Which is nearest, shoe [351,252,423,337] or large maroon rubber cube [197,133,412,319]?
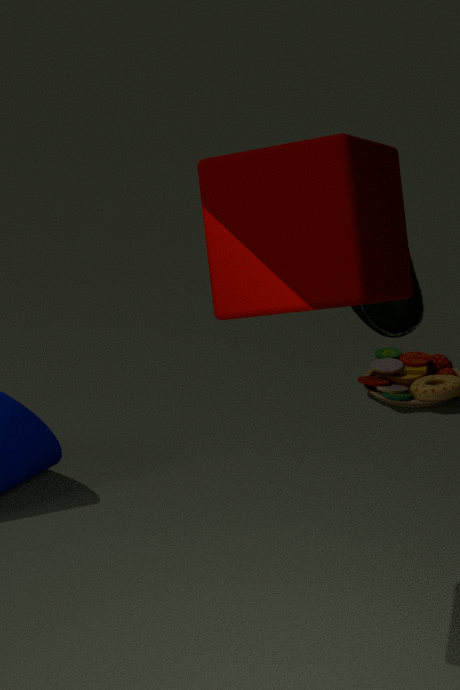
large maroon rubber cube [197,133,412,319]
